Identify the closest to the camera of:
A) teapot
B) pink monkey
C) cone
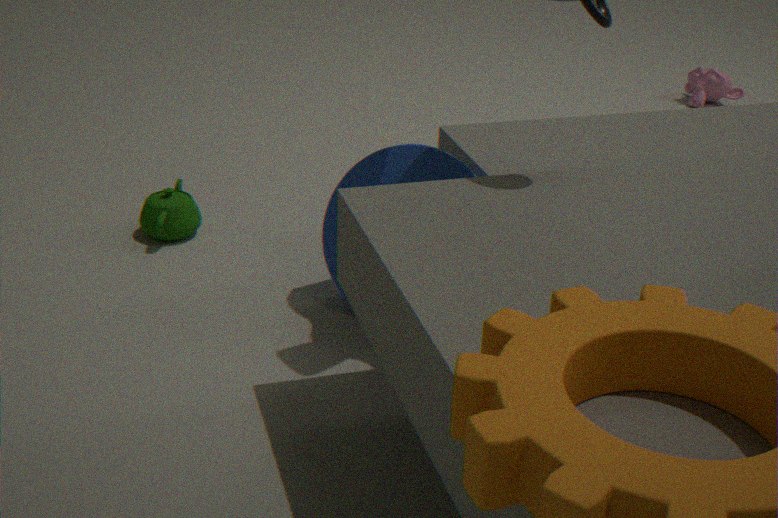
cone
